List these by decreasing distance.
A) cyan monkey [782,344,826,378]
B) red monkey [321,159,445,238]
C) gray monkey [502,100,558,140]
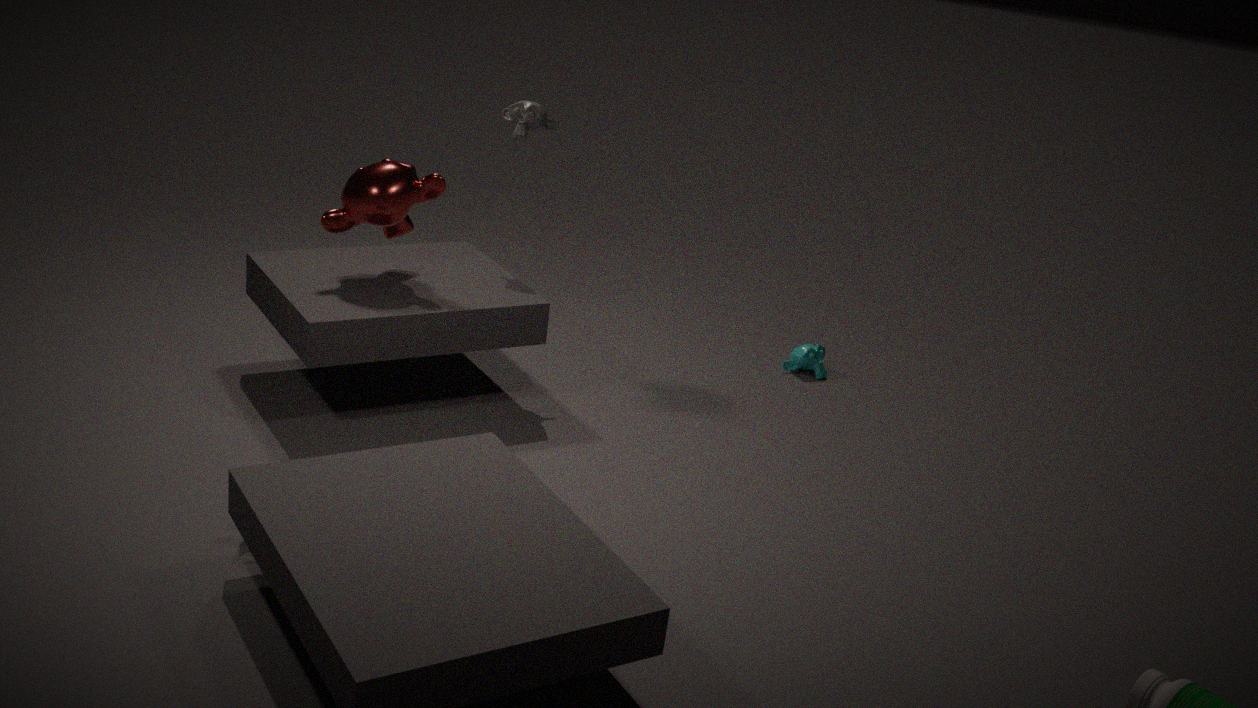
cyan monkey [782,344,826,378] < gray monkey [502,100,558,140] < red monkey [321,159,445,238]
